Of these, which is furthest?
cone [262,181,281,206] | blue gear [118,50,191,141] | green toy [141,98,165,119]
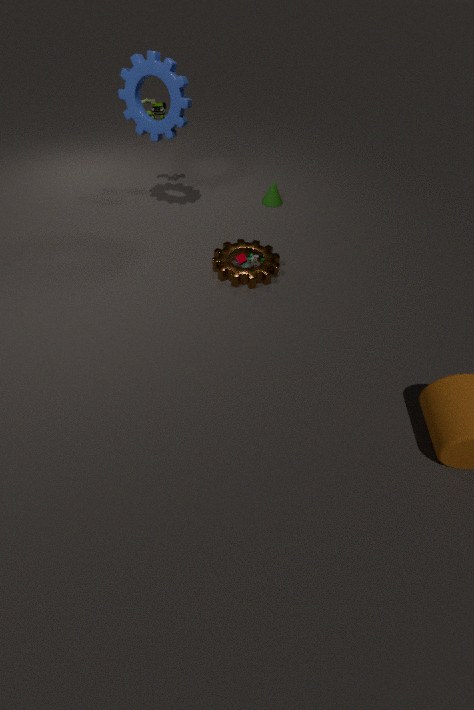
cone [262,181,281,206]
